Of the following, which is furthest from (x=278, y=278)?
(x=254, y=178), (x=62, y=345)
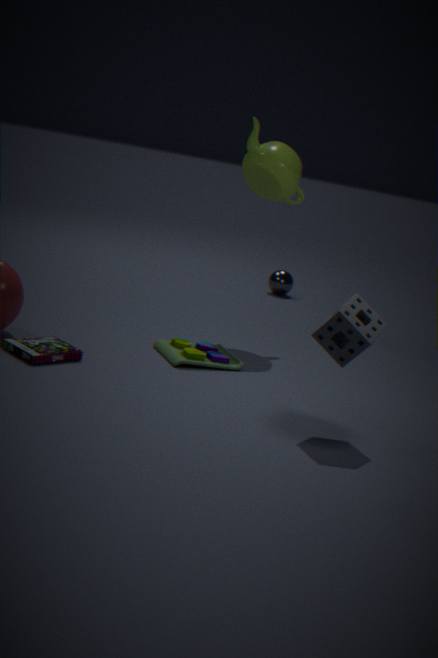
(x=62, y=345)
